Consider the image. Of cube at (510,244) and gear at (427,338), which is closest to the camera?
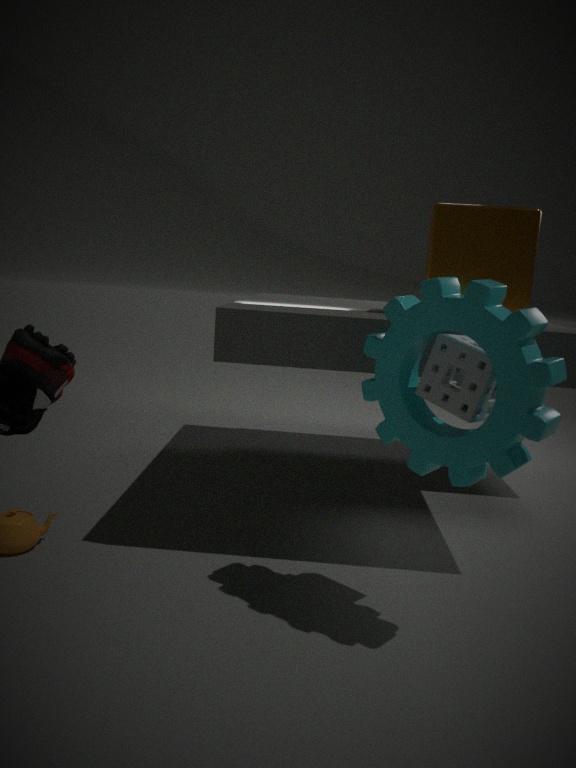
gear at (427,338)
